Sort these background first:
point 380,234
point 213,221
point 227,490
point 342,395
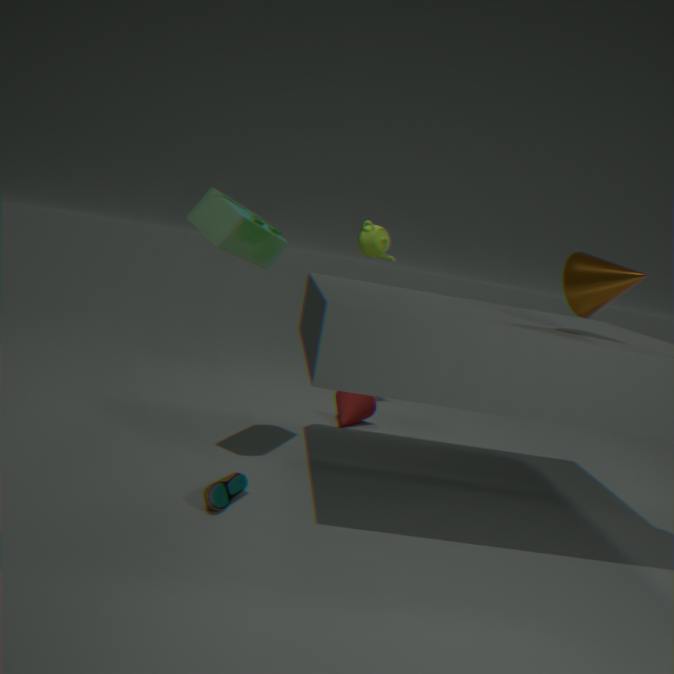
1. point 380,234
2. point 342,395
3. point 213,221
4. point 227,490
